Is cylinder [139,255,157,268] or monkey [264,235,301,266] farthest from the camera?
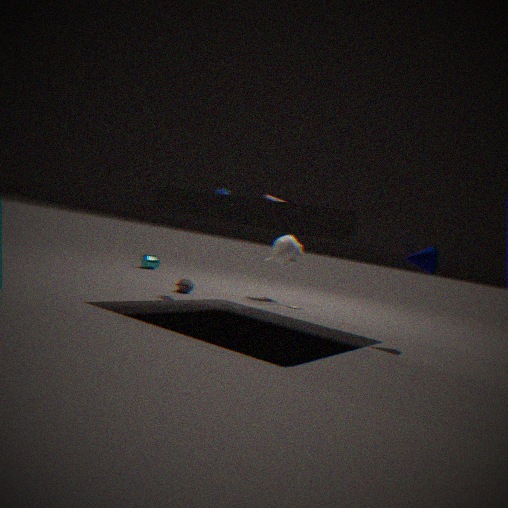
cylinder [139,255,157,268]
